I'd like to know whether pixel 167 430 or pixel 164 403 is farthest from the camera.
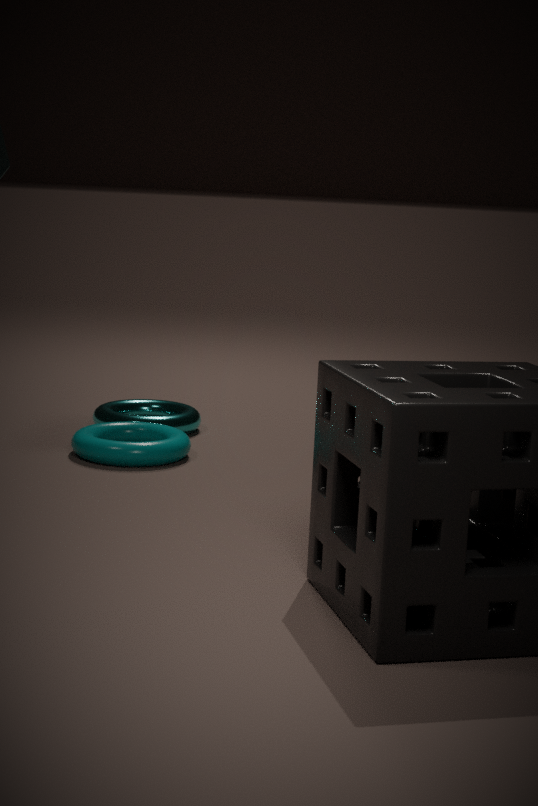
pixel 164 403
